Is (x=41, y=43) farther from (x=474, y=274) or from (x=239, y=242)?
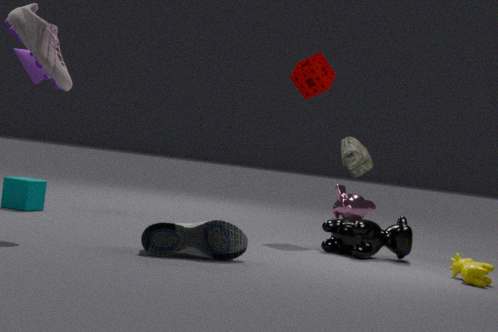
(x=474, y=274)
